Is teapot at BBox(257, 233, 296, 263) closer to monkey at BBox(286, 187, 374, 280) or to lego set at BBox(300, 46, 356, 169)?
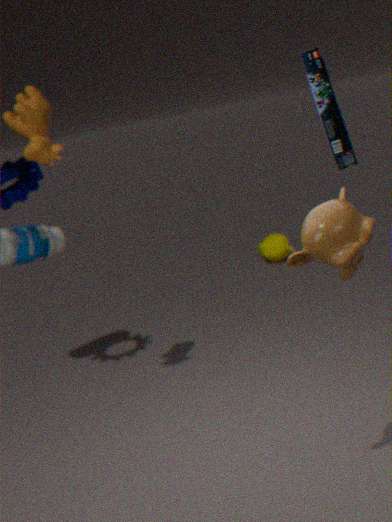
monkey at BBox(286, 187, 374, 280)
